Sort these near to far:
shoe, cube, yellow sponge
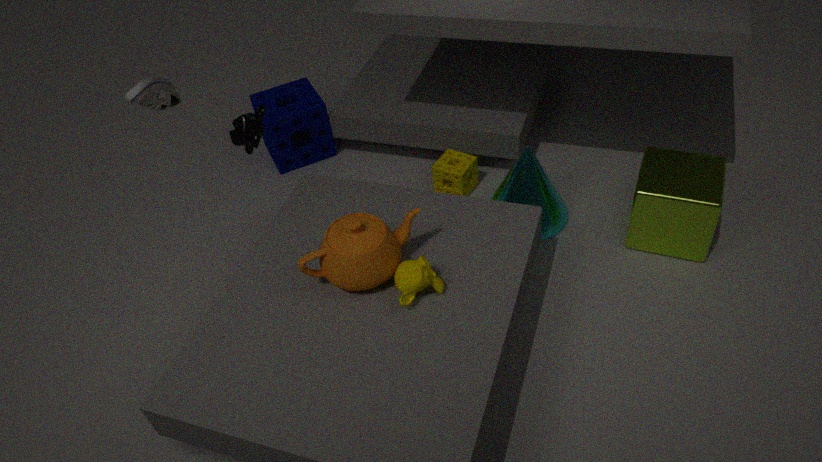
shoe, cube, yellow sponge
